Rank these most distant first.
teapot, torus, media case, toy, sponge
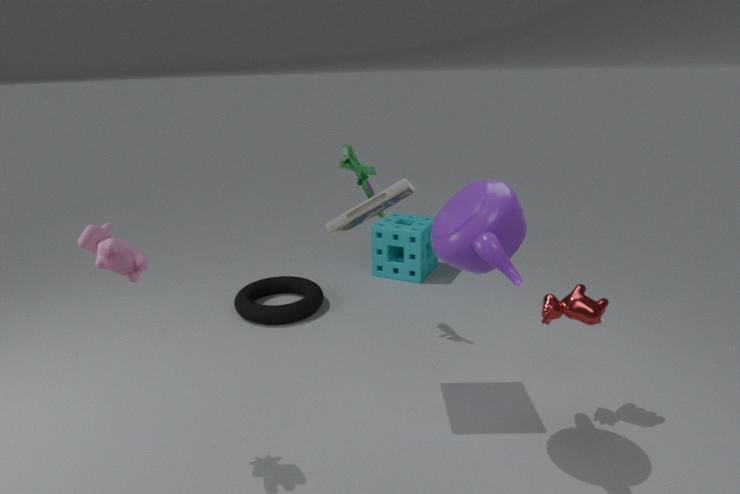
sponge
torus
toy
media case
teapot
